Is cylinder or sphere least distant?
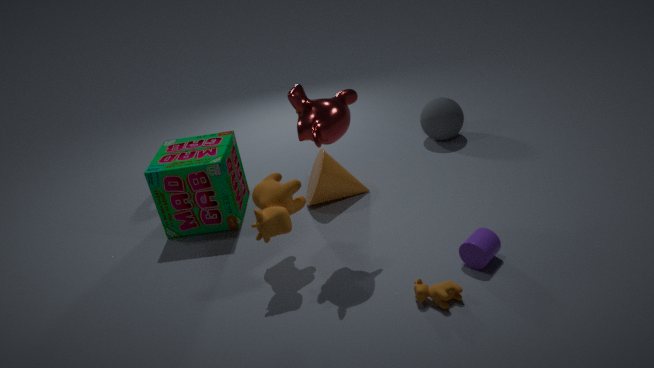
cylinder
